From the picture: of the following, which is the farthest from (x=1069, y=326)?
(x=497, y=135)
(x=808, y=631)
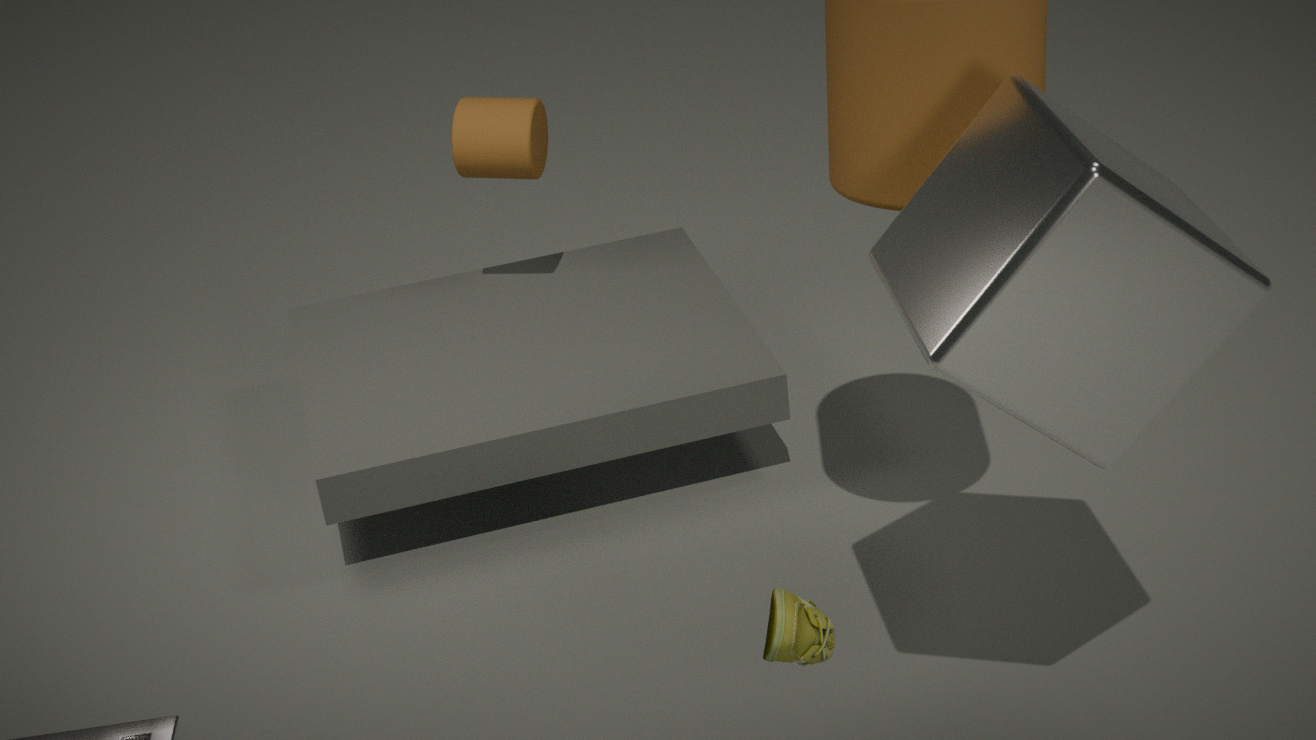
(x=497, y=135)
